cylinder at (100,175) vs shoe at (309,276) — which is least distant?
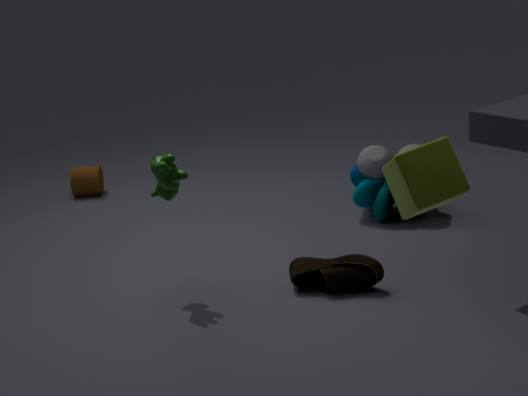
shoe at (309,276)
